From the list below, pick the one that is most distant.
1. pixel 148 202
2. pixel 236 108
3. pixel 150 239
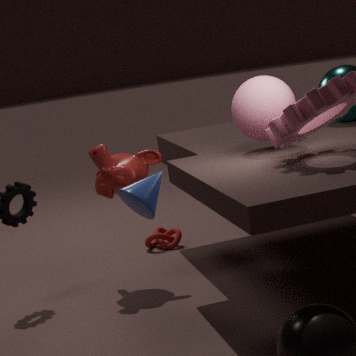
pixel 150 239
